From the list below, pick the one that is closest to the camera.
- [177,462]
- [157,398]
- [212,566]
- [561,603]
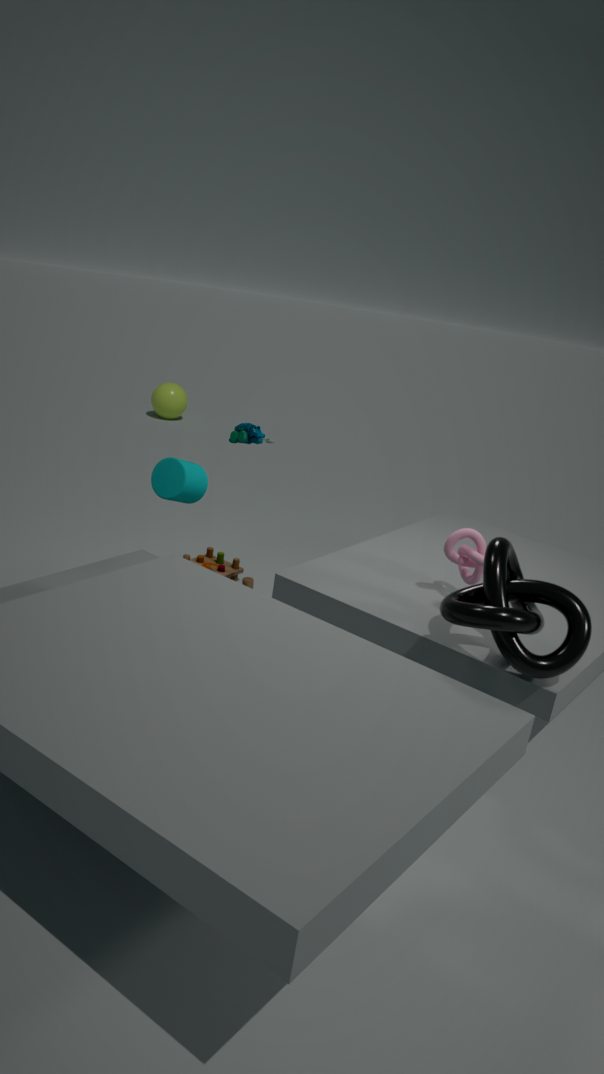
[561,603]
